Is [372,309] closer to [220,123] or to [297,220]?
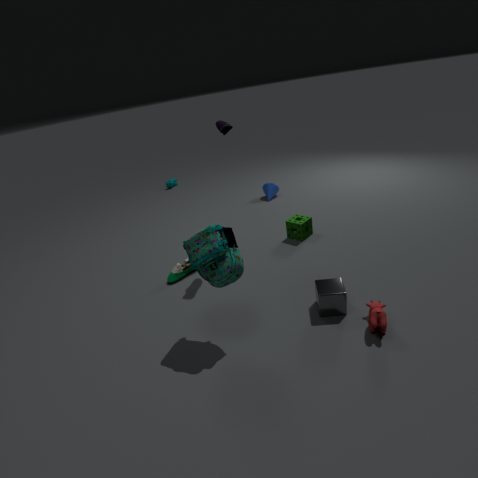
[297,220]
